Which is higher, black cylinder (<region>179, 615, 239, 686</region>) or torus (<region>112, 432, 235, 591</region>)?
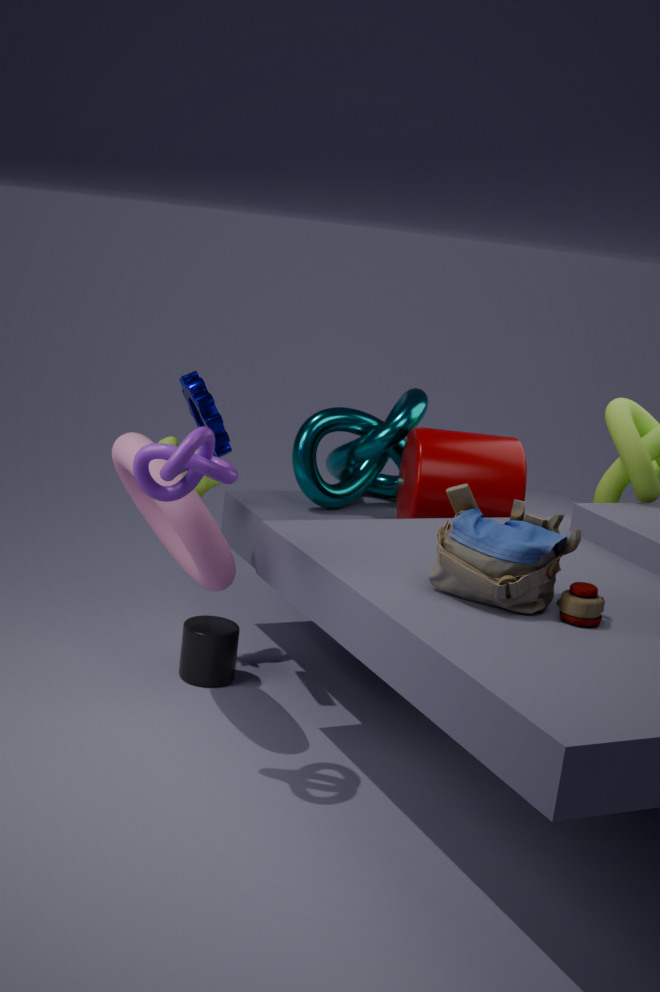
torus (<region>112, 432, 235, 591</region>)
